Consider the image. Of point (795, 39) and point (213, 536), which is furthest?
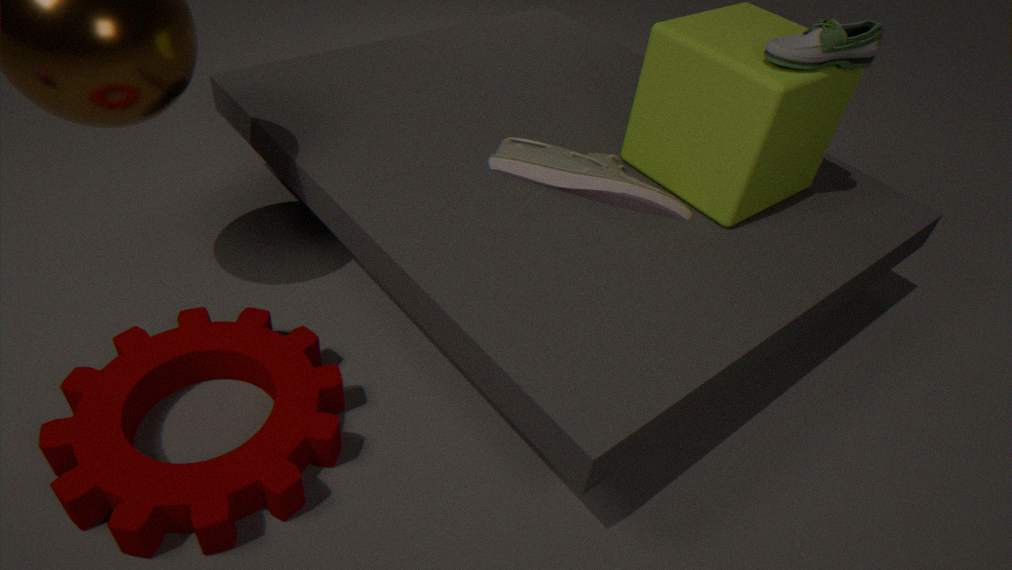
point (795, 39)
